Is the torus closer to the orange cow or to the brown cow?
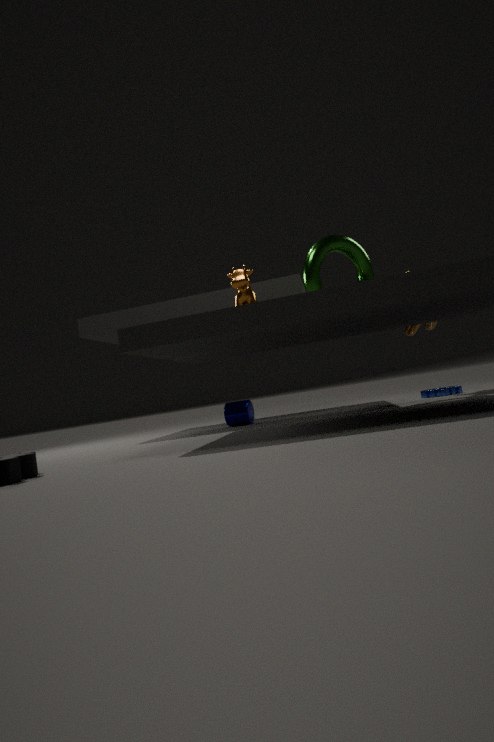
the brown cow
